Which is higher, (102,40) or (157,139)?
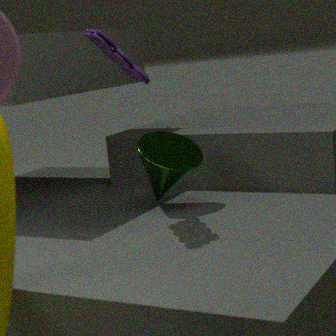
(102,40)
